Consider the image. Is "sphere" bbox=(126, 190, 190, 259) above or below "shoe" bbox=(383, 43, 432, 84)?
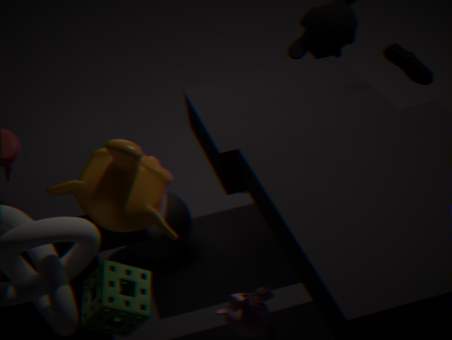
below
